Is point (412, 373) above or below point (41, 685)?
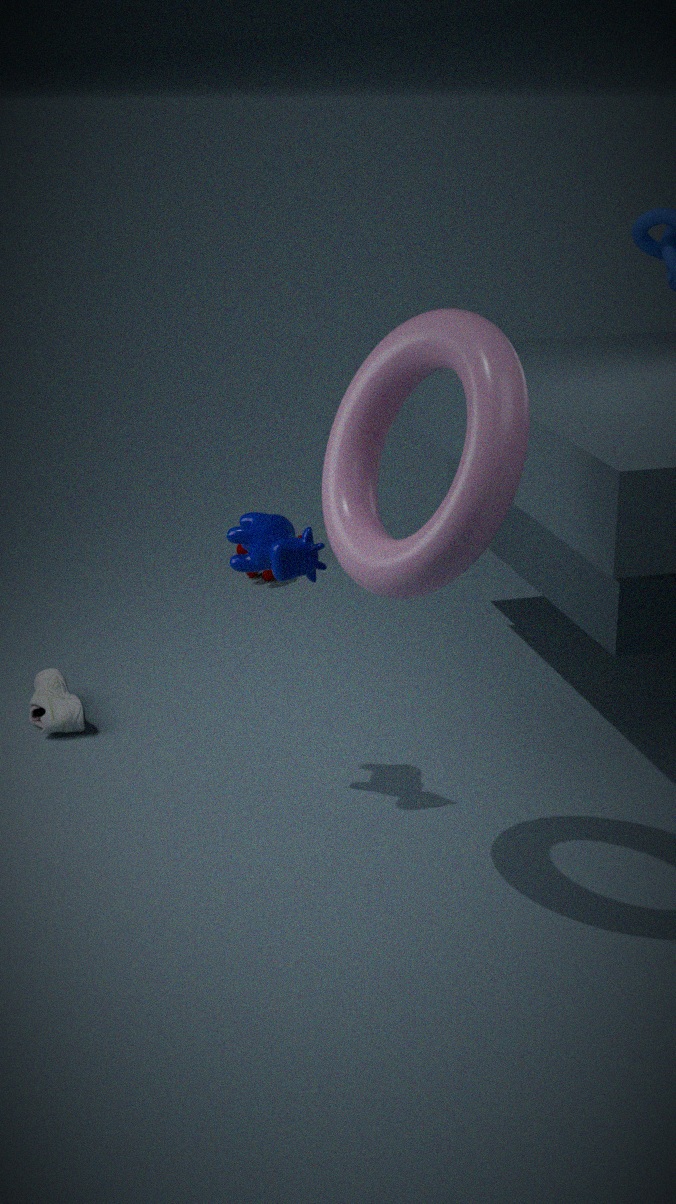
above
